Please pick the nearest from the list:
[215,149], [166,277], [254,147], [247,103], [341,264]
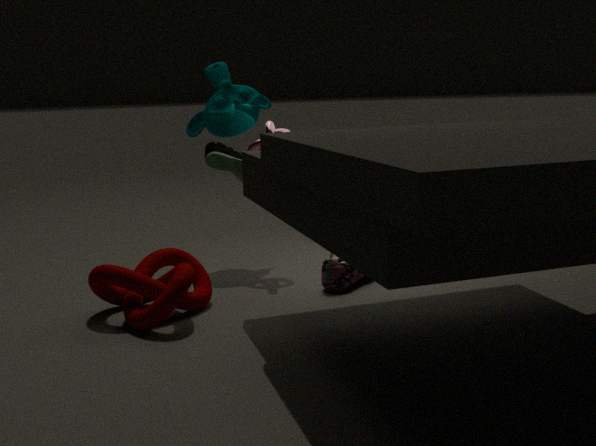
[166,277]
